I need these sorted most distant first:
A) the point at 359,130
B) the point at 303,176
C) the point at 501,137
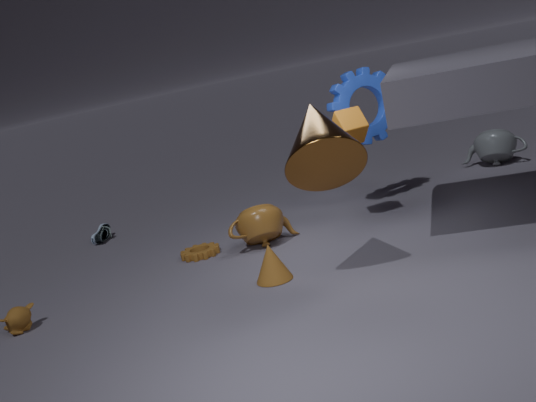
the point at 501,137 < the point at 359,130 < the point at 303,176
